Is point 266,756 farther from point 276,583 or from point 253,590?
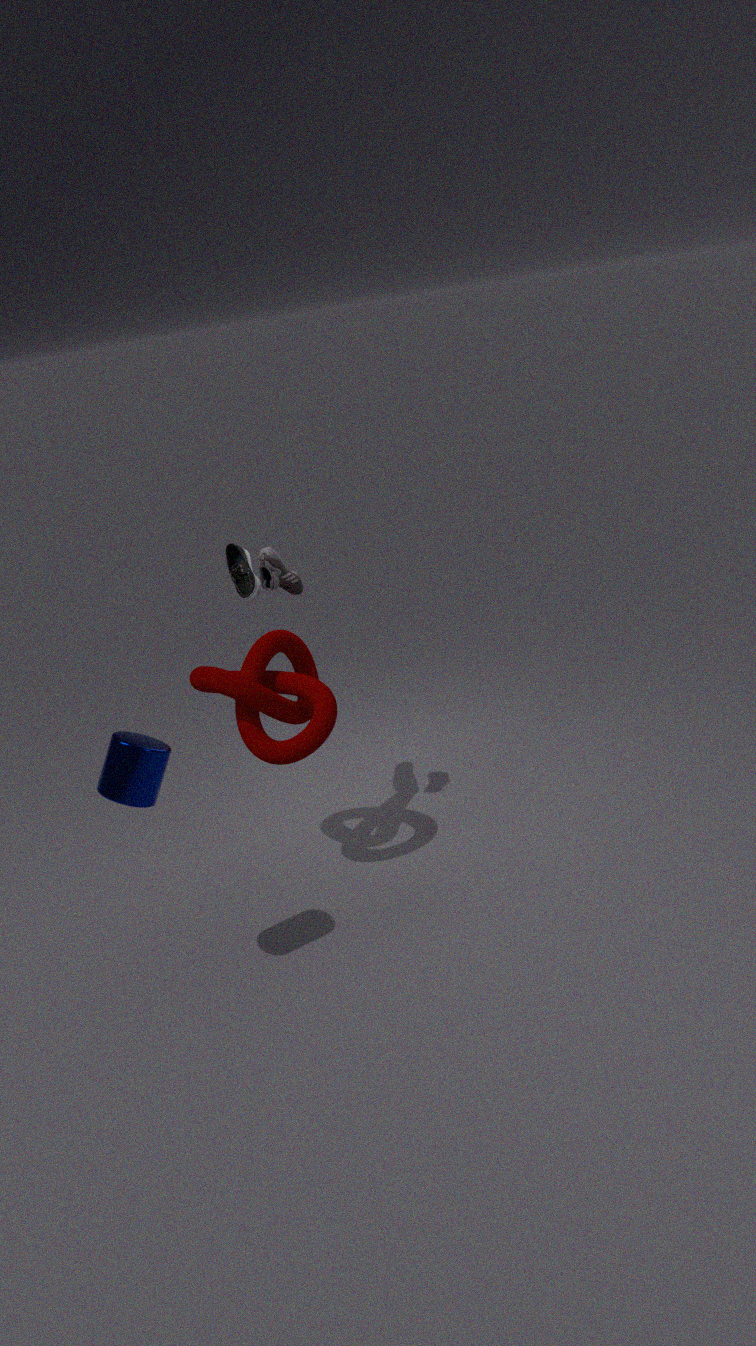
point 253,590
